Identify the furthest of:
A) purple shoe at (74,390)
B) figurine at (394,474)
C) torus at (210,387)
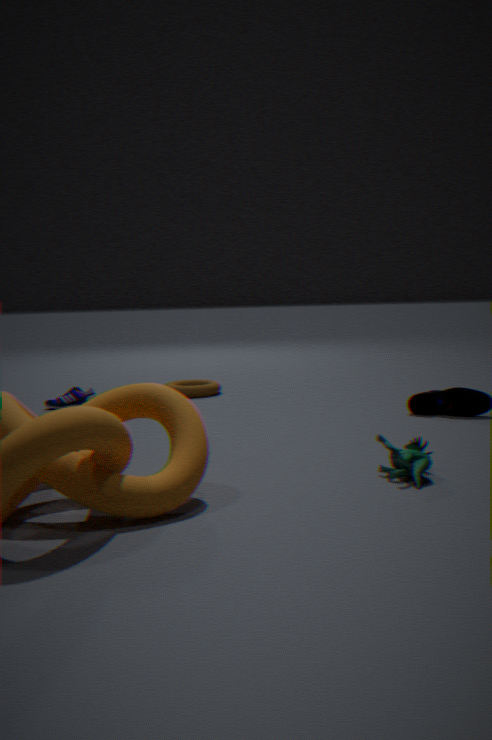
torus at (210,387)
